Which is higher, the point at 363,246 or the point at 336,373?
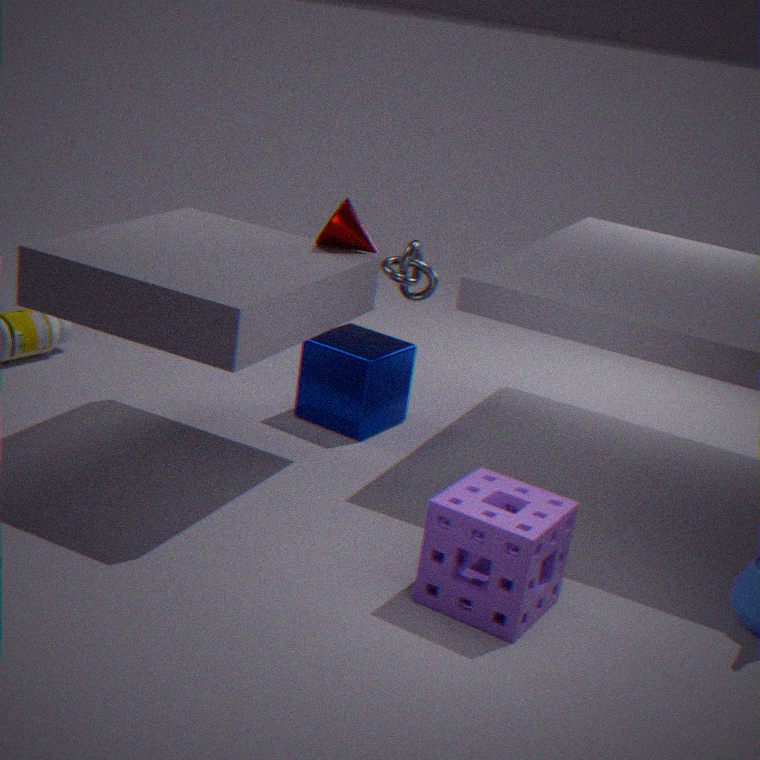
the point at 363,246
